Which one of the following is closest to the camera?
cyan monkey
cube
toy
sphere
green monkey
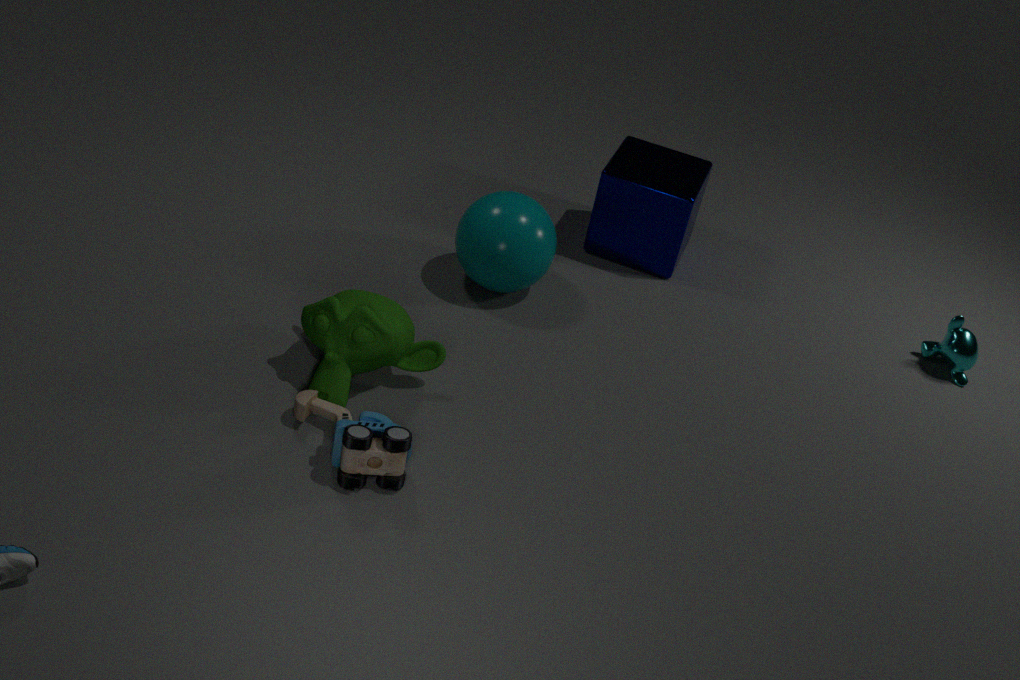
toy
